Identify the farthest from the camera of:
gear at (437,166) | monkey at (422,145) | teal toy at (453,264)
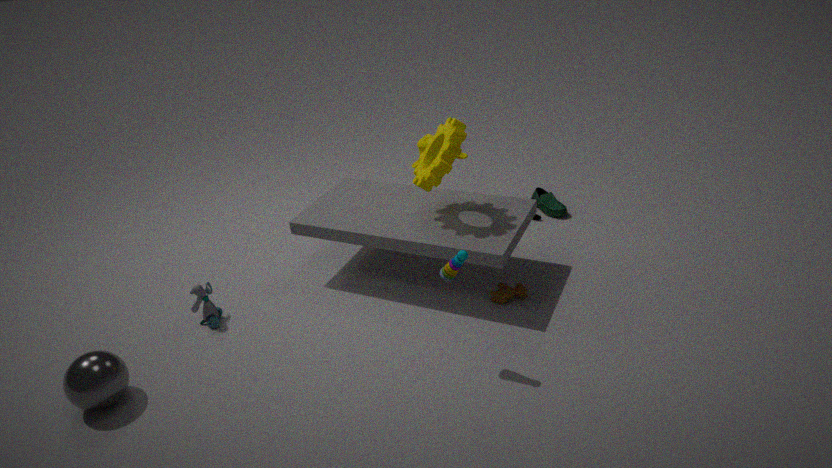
monkey at (422,145)
